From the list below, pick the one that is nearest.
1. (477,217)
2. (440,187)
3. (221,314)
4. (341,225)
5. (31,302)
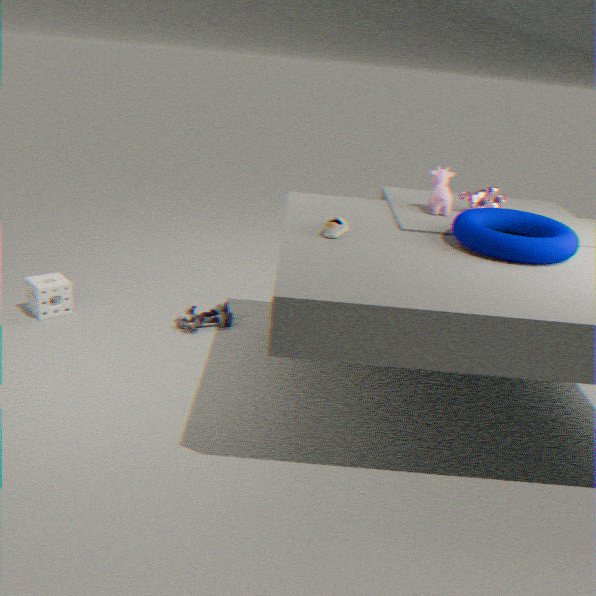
(341,225)
